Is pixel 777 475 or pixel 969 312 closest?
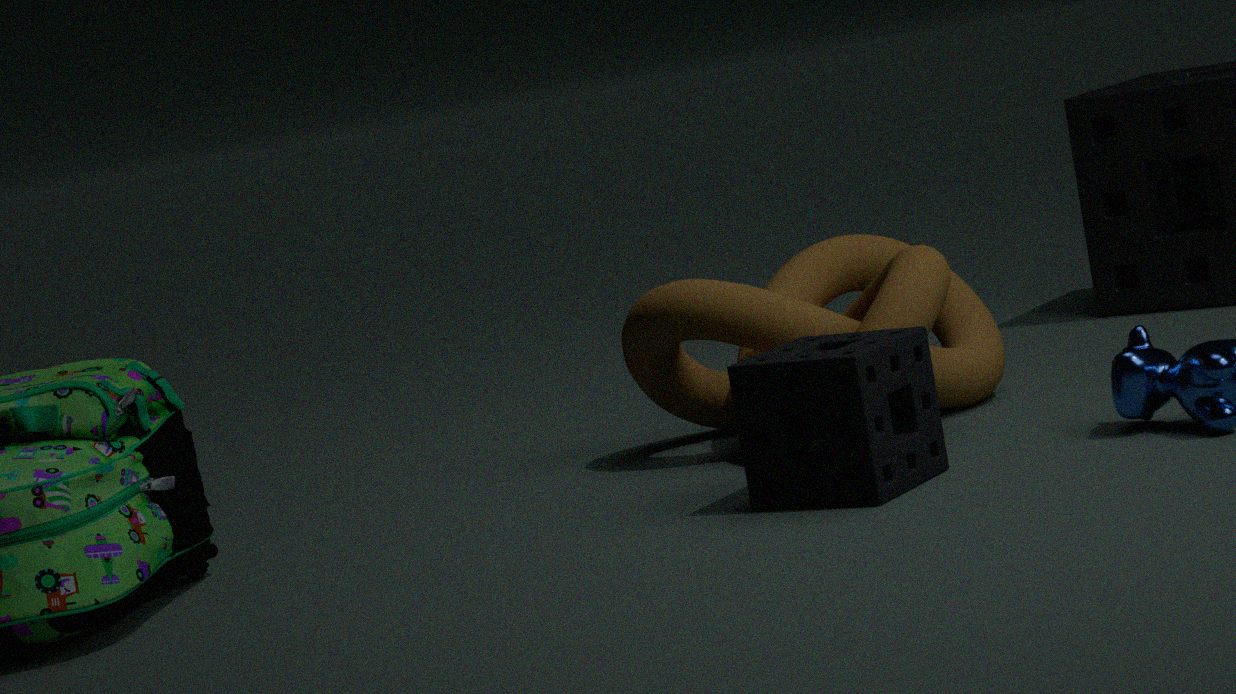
pixel 777 475
